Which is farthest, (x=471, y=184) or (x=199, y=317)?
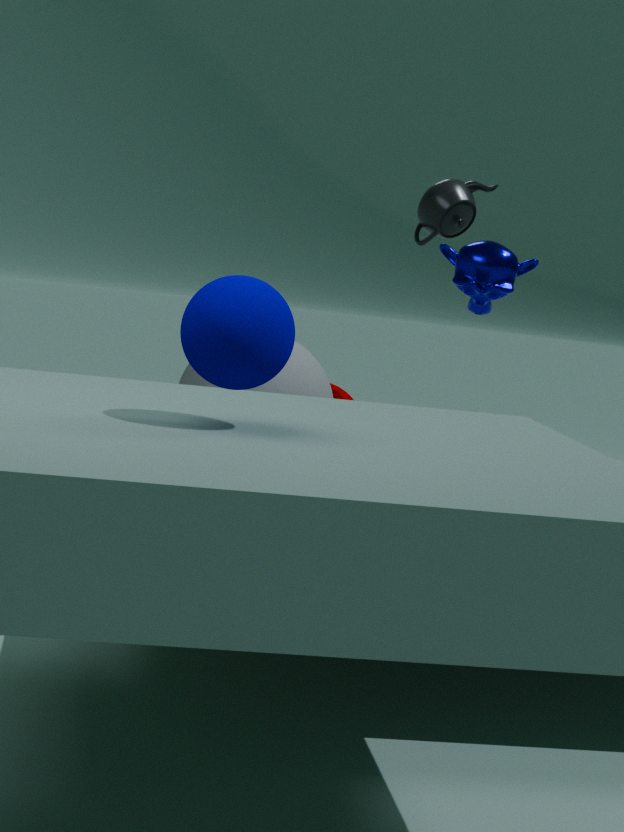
(x=471, y=184)
